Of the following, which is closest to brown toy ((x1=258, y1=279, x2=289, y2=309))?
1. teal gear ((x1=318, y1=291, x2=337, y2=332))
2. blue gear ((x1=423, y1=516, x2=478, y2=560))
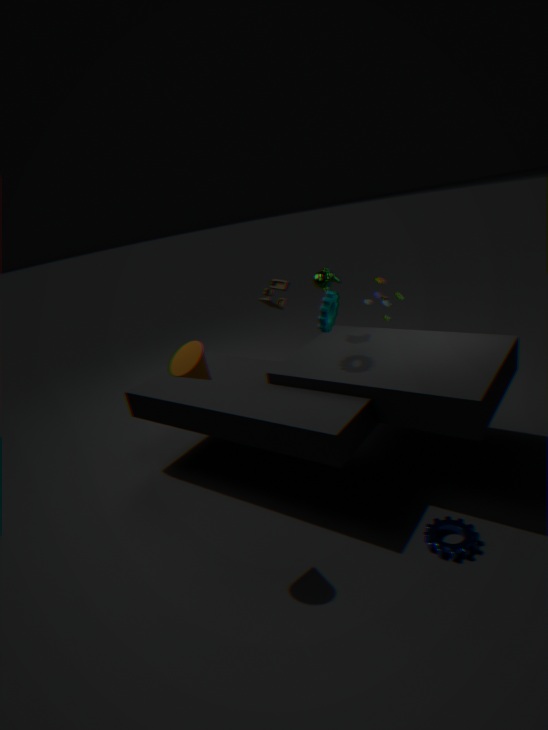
teal gear ((x1=318, y1=291, x2=337, y2=332))
